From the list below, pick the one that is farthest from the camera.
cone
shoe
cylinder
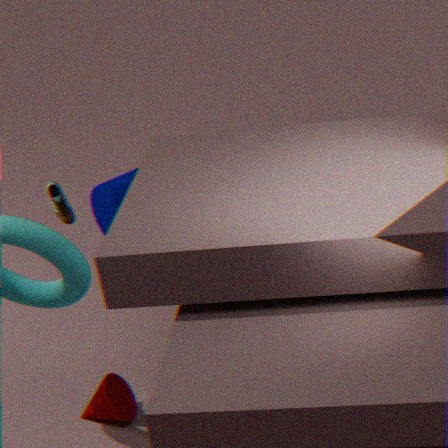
cylinder
